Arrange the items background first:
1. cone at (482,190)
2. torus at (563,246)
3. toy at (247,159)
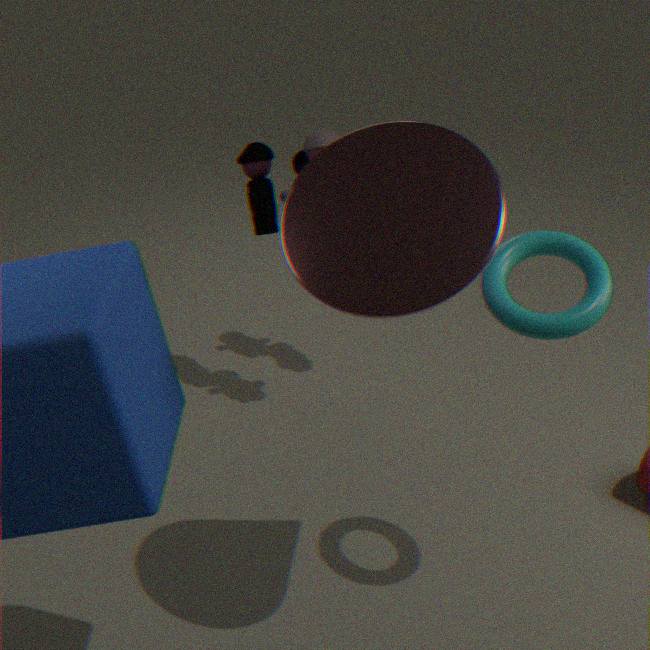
toy at (247,159) → torus at (563,246) → cone at (482,190)
